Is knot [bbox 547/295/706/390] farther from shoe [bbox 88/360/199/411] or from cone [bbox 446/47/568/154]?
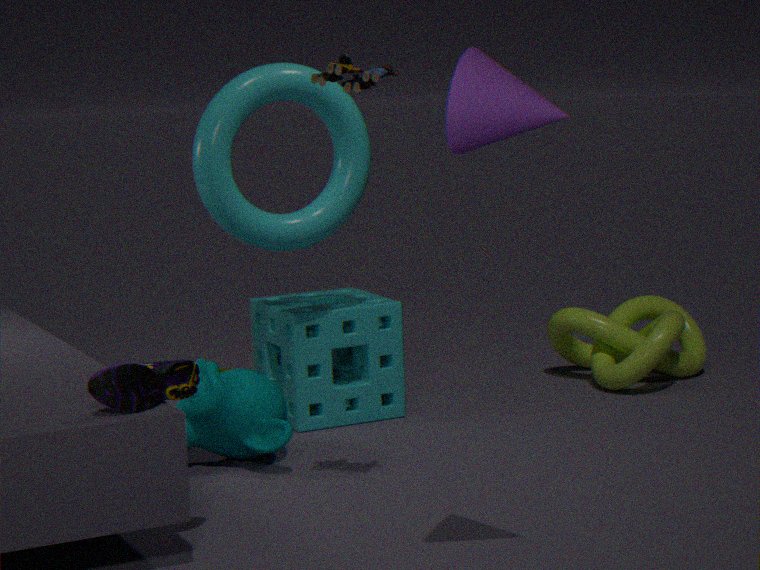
cone [bbox 446/47/568/154]
